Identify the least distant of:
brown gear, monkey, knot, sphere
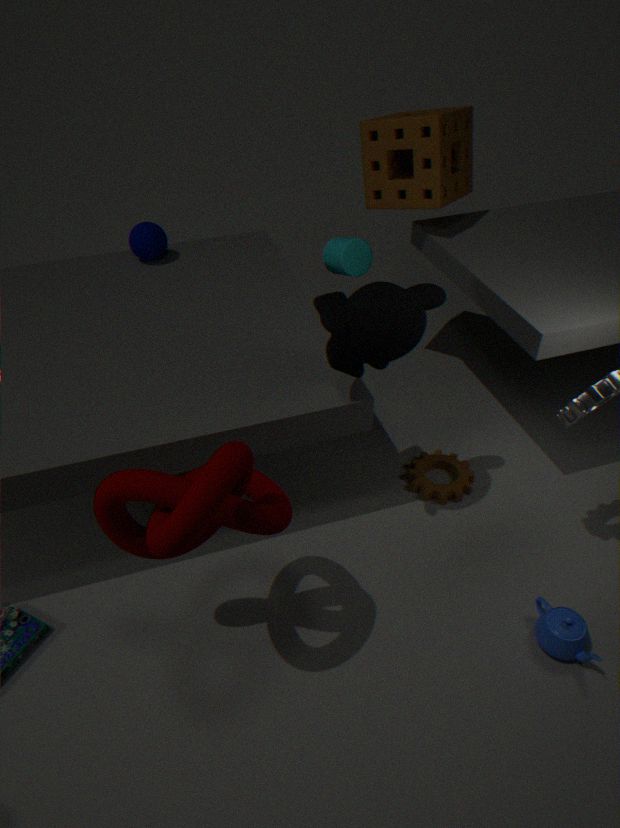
knot
